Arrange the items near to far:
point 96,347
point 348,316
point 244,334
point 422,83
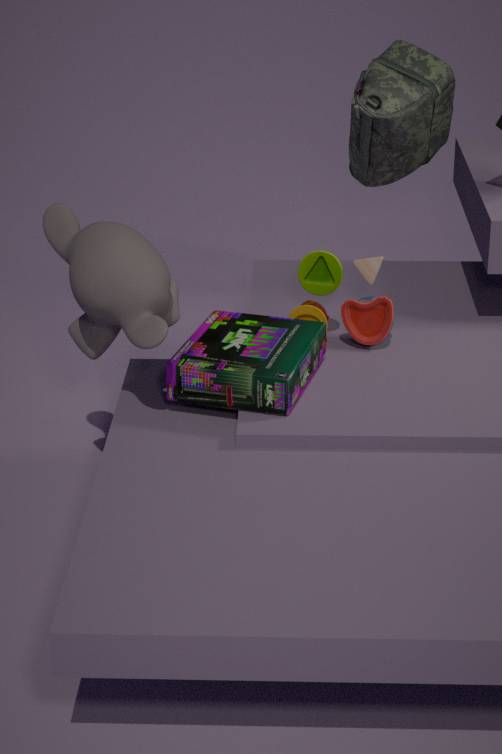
point 96,347 → point 244,334 → point 348,316 → point 422,83
